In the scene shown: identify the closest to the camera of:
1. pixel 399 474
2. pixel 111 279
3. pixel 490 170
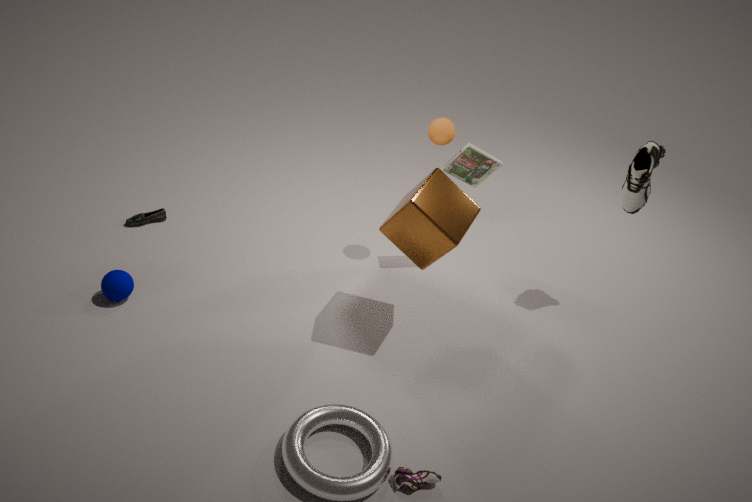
pixel 399 474
